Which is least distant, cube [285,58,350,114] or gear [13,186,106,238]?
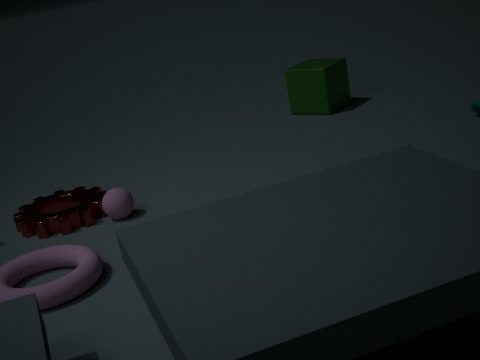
gear [13,186,106,238]
